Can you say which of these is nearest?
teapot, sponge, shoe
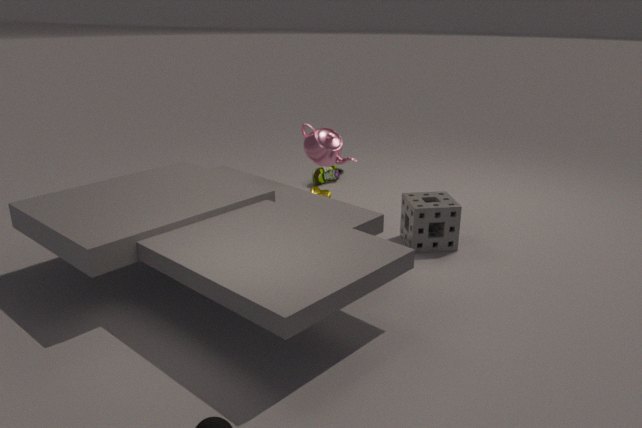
sponge
